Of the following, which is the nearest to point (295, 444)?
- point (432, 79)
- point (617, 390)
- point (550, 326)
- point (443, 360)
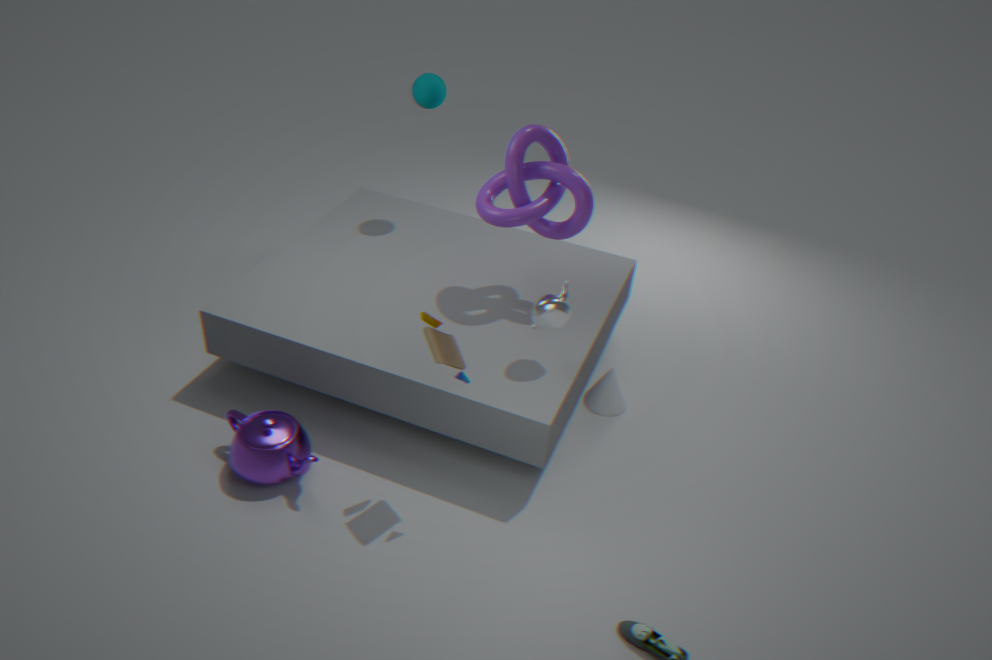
point (443, 360)
